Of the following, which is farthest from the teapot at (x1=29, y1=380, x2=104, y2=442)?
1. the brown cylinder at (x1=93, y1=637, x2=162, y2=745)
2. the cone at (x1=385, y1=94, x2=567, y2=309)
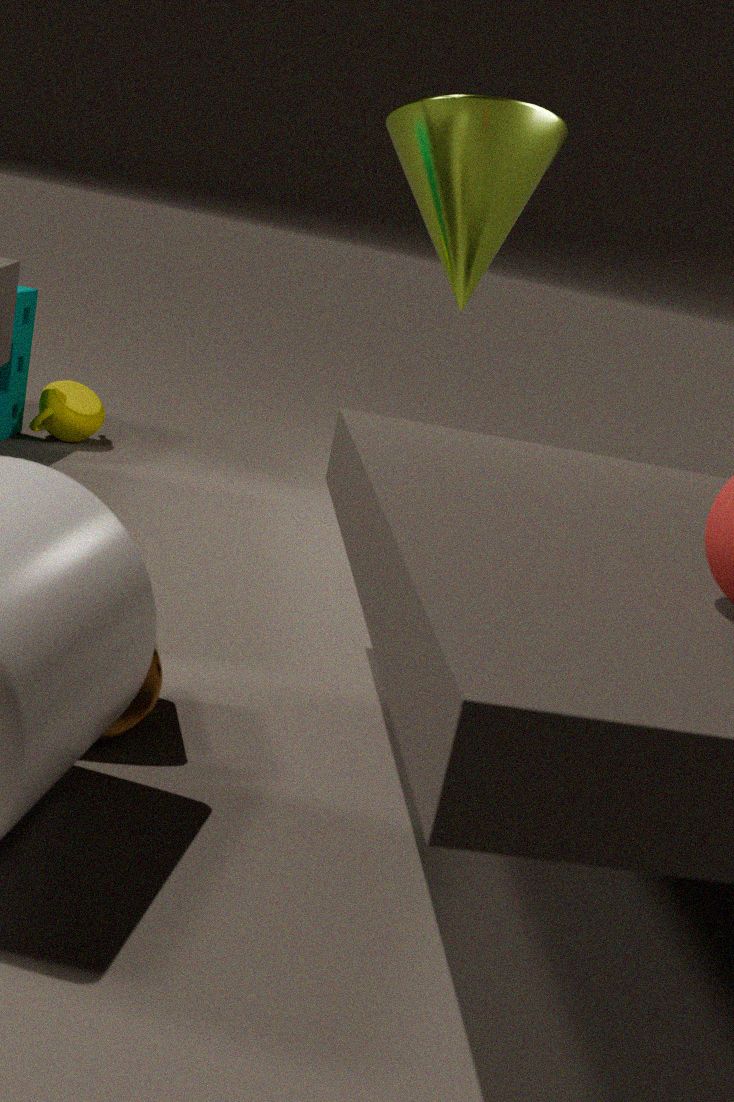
the brown cylinder at (x1=93, y1=637, x2=162, y2=745)
